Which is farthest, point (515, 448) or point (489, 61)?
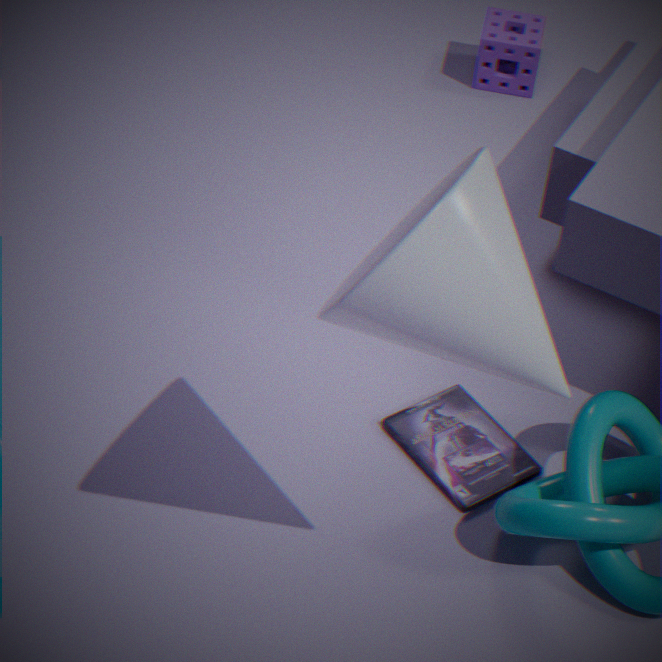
point (489, 61)
